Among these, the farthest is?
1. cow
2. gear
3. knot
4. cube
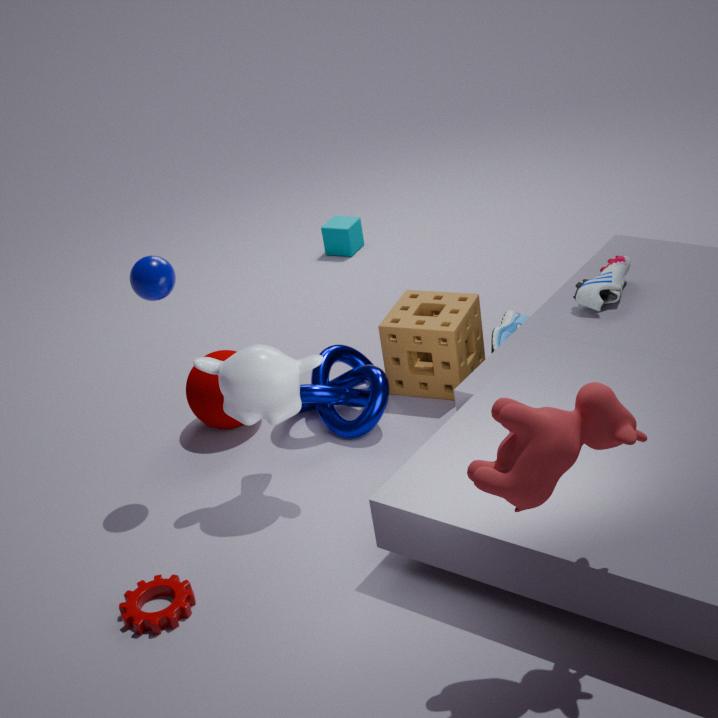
cube
